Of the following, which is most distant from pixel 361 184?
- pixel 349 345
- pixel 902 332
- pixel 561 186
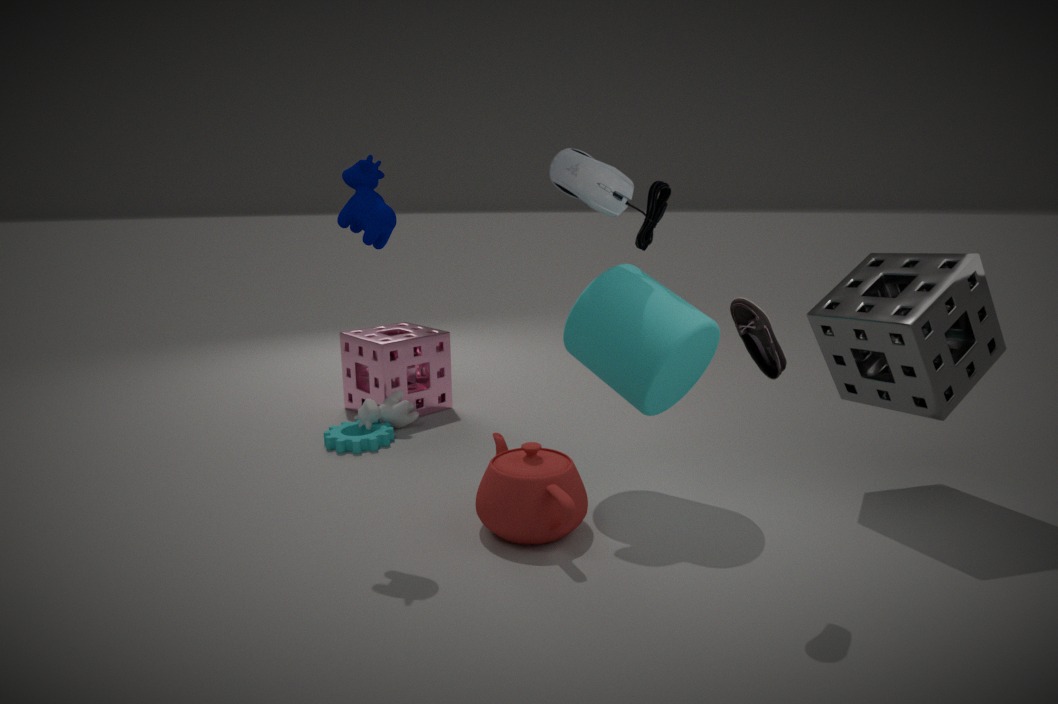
pixel 902 332
